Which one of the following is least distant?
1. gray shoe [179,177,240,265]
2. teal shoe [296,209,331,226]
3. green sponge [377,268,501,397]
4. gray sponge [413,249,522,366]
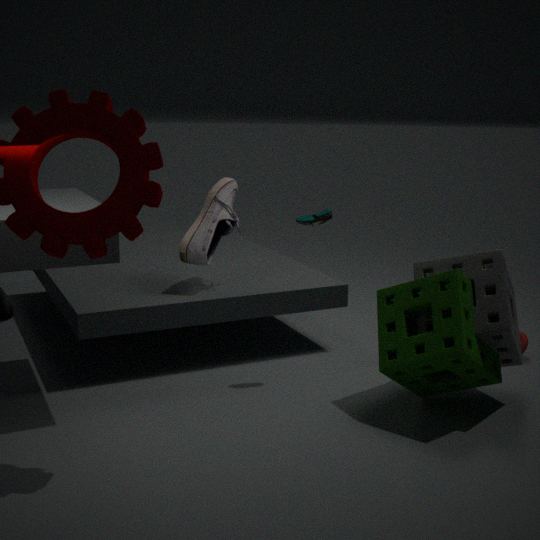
green sponge [377,268,501,397]
